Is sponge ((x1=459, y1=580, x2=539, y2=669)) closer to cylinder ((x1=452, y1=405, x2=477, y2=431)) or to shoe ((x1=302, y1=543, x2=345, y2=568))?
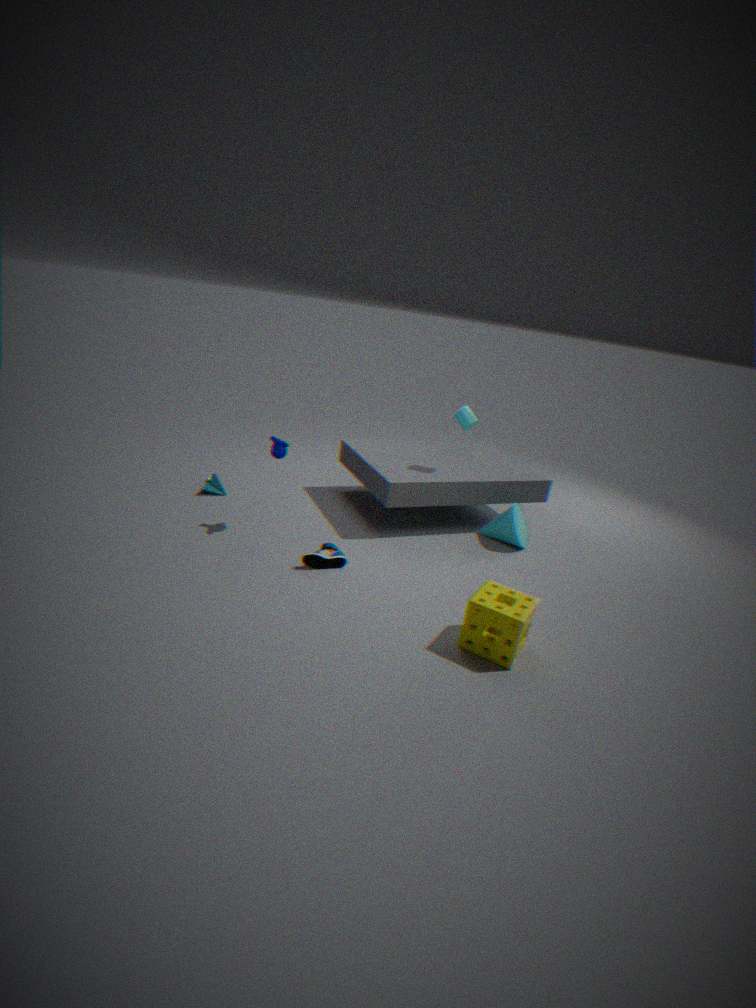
shoe ((x1=302, y1=543, x2=345, y2=568))
